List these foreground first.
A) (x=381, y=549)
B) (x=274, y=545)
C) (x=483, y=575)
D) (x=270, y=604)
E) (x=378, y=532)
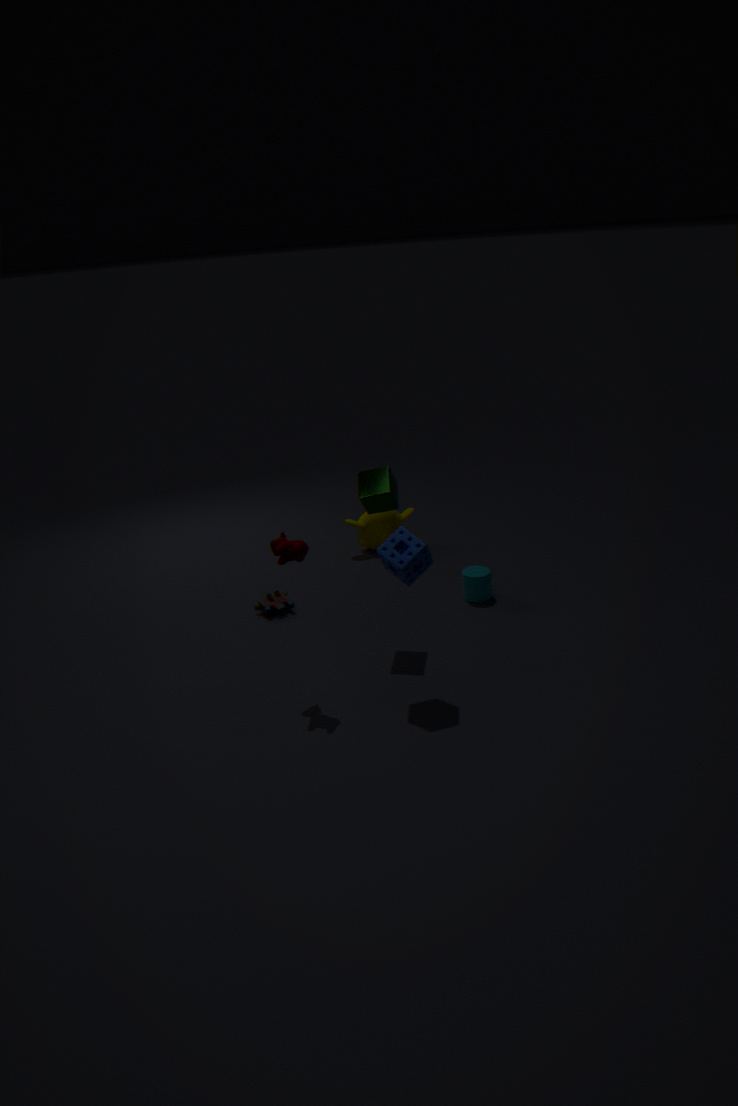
(x=381, y=549) → (x=274, y=545) → (x=483, y=575) → (x=270, y=604) → (x=378, y=532)
